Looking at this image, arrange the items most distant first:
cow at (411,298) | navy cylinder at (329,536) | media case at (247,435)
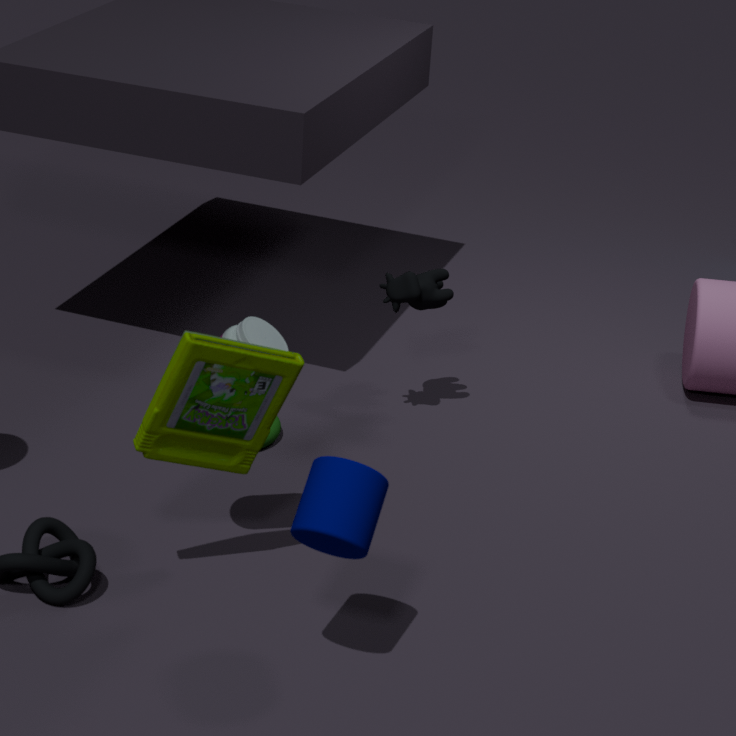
1. cow at (411,298)
2. media case at (247,435)
3. navy cylinder at (329,536)
